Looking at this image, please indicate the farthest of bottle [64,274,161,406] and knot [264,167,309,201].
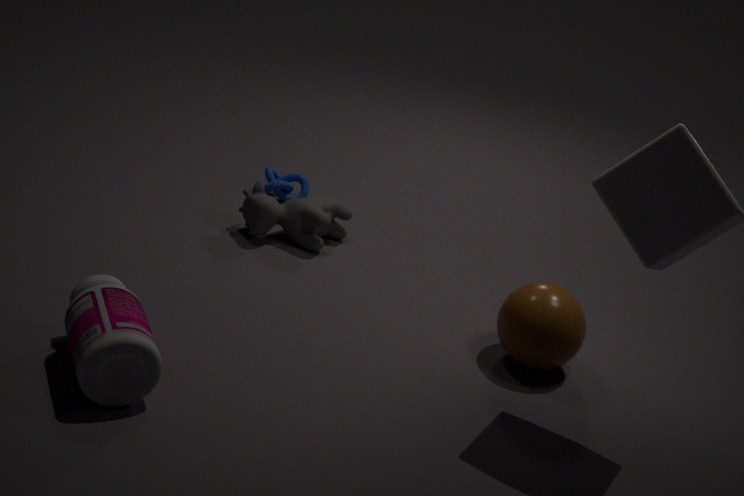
knot [264,167,309,201]
